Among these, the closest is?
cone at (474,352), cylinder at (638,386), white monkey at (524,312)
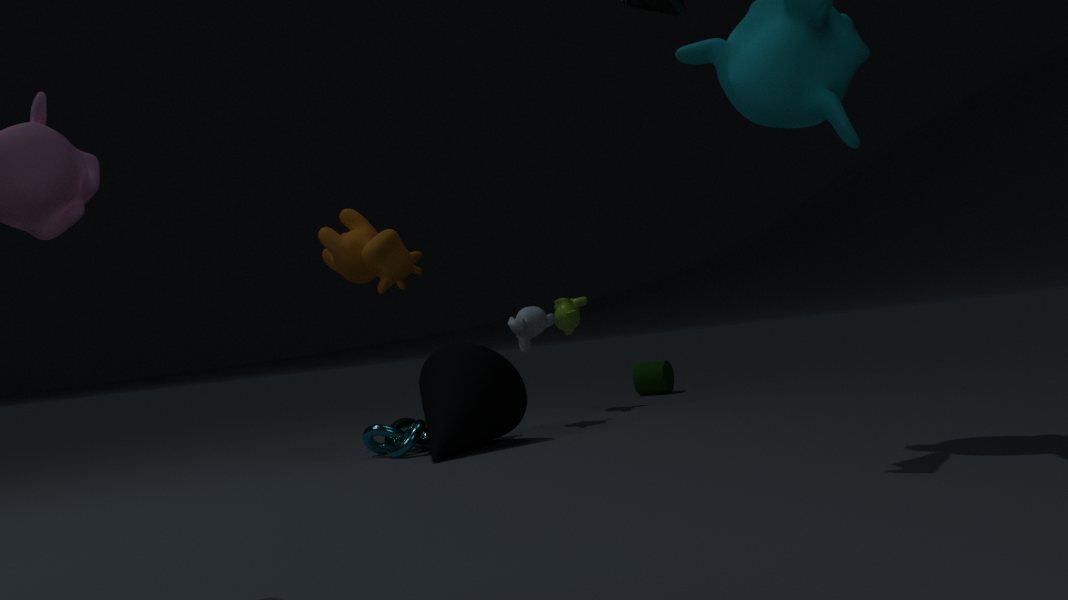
cone at (474,352)
